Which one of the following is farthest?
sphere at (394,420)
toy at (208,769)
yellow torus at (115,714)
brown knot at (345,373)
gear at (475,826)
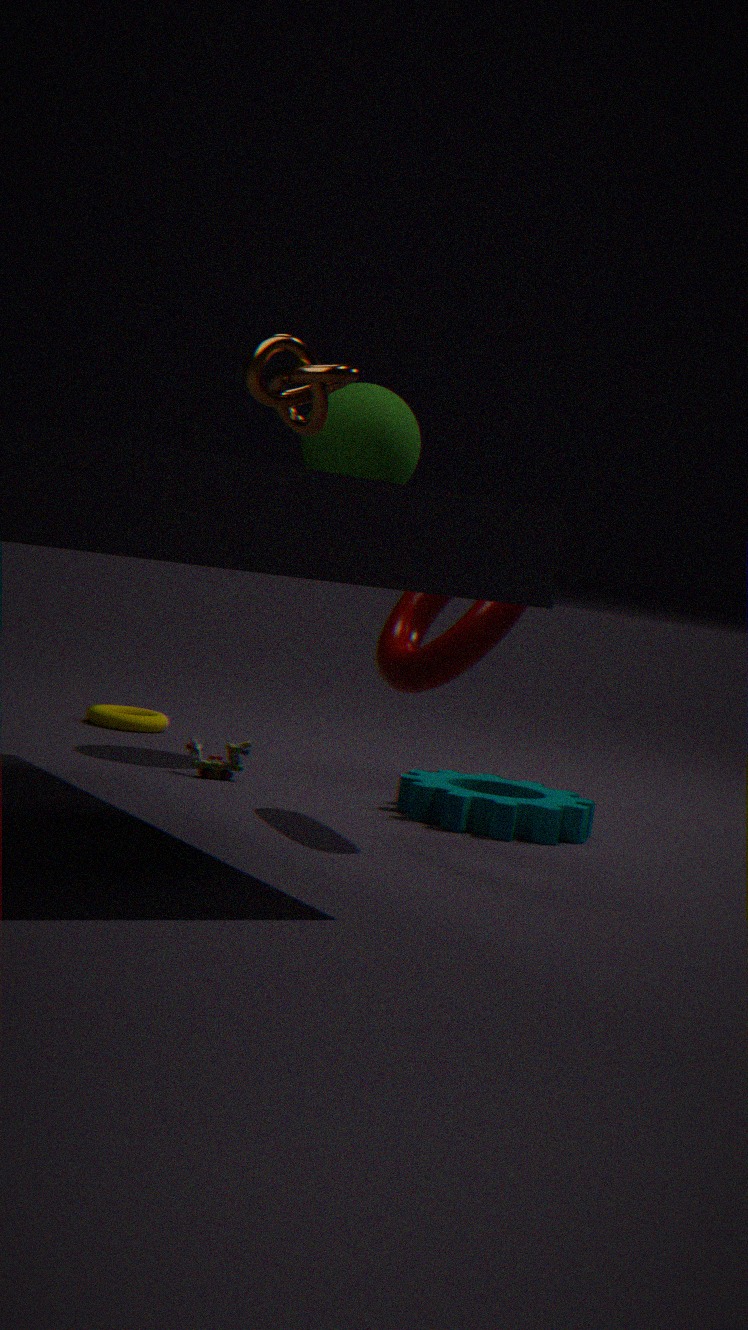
yellow torus at (115,714)
